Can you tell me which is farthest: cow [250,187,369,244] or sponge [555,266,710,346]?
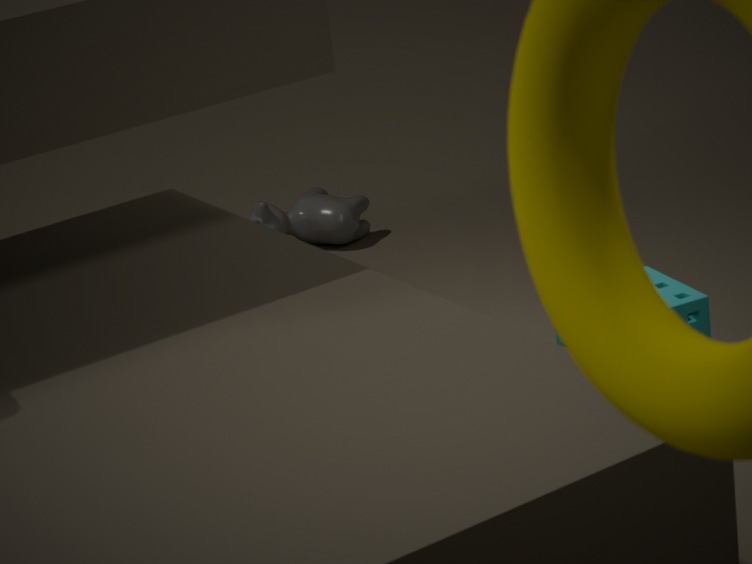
cow [250,187,369,244]
